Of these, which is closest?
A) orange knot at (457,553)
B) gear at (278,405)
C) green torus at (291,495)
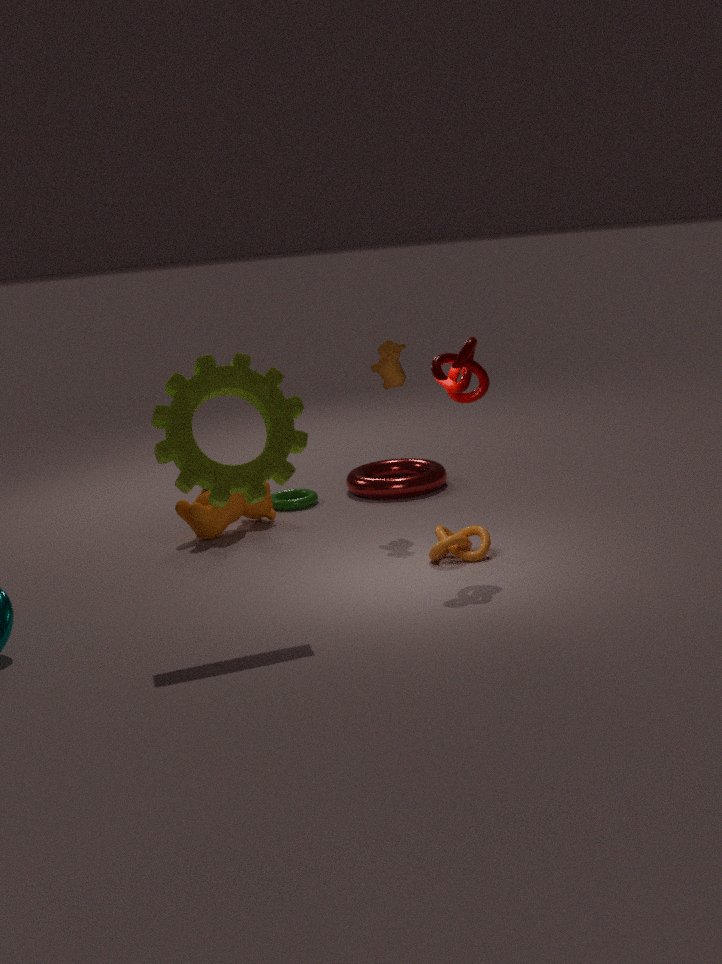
gear at (278,405)
